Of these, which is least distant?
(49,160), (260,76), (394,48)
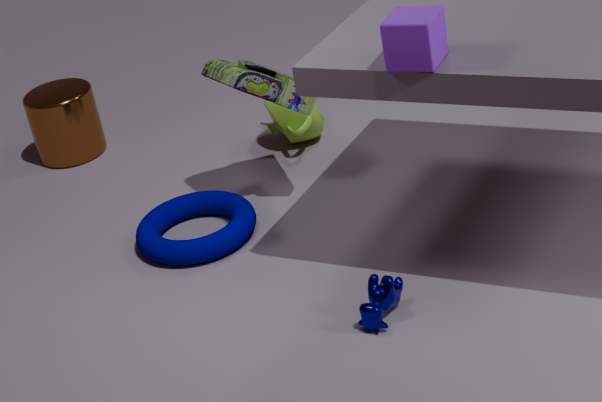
(394,48)
